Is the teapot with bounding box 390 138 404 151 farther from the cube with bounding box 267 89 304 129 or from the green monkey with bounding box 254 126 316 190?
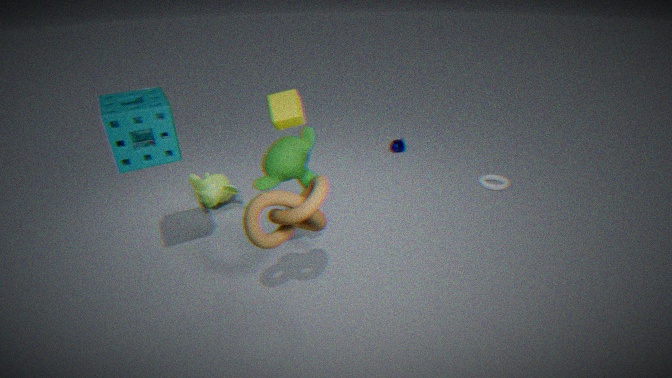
the cube with bounding box 267 89 304 129
